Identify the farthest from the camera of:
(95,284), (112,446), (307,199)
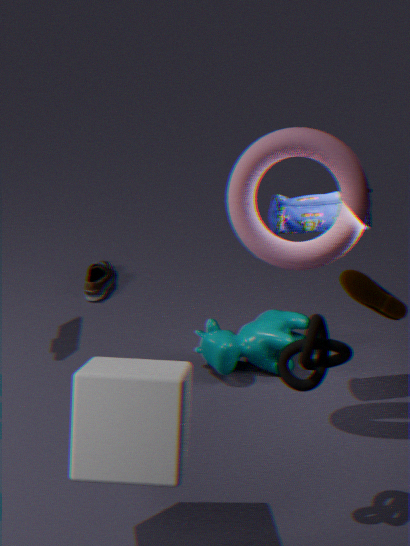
(95,284)
